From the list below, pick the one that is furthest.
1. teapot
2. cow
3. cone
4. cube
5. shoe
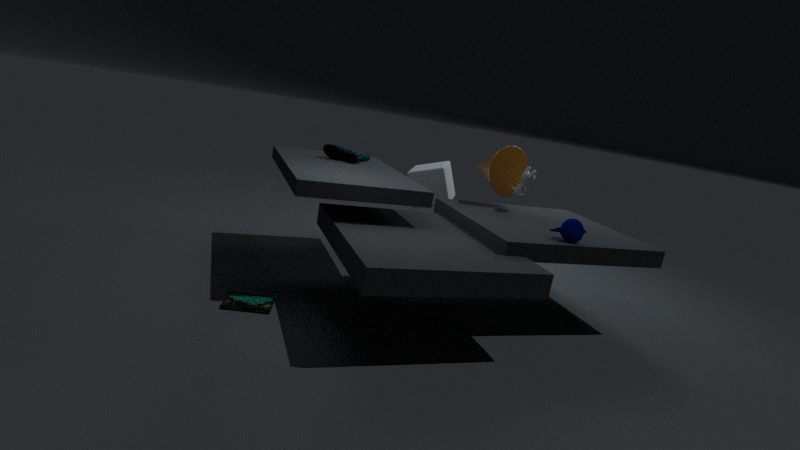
cube
